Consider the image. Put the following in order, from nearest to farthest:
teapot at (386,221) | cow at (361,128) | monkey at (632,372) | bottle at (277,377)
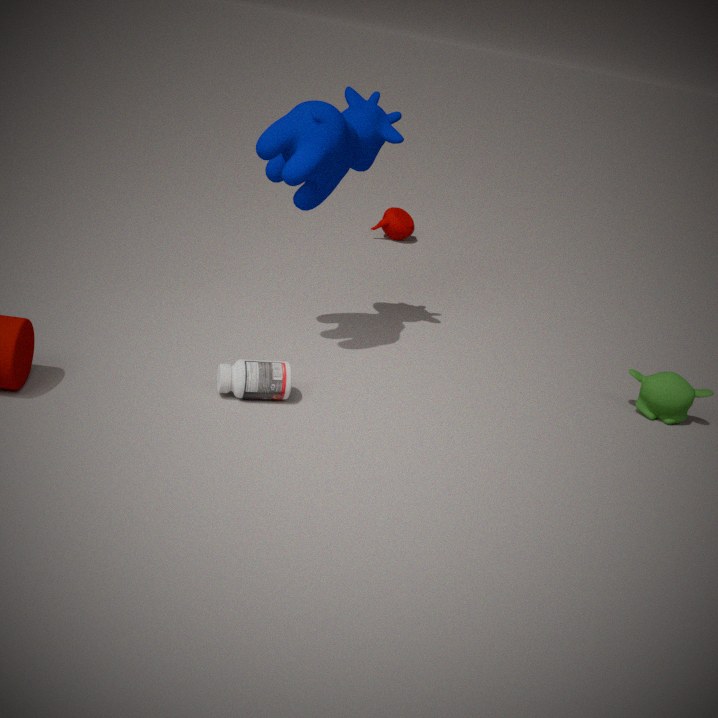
1. bottle at (277,377)
2. cow at (361,128)
3. monkey at (632,372)
4. teapot at (386,221)
